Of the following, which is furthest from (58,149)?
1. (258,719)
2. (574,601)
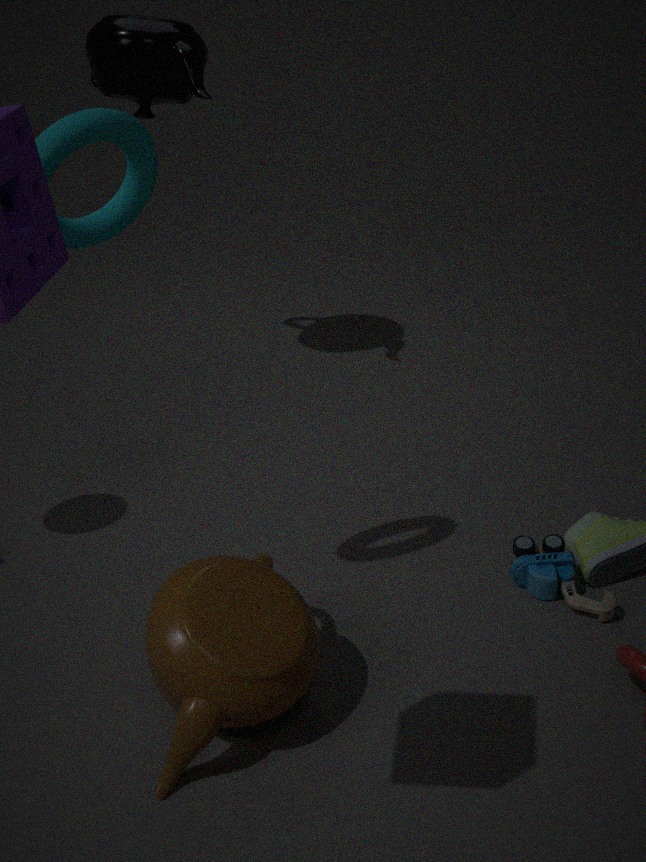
(574,601)
